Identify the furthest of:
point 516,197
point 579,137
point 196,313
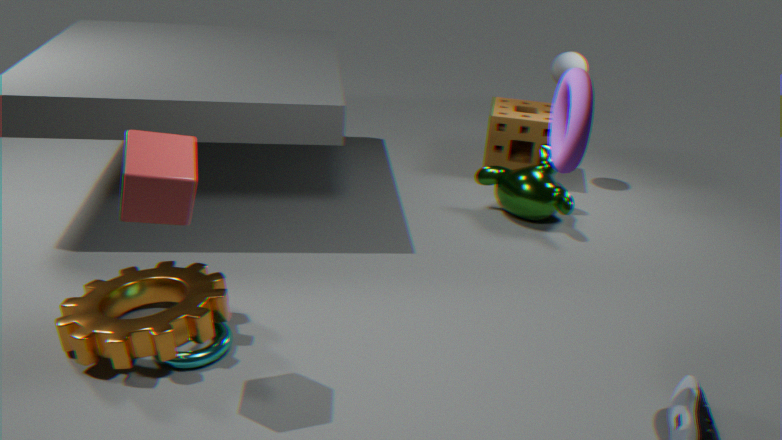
point 516,197
